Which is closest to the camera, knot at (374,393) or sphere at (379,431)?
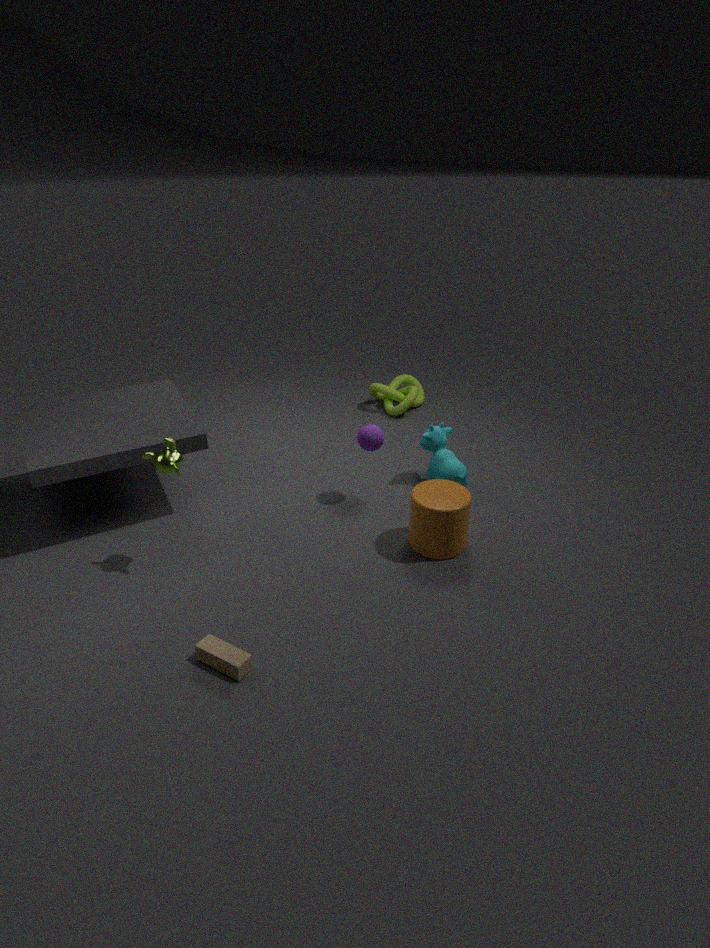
sphere at (379,431)
